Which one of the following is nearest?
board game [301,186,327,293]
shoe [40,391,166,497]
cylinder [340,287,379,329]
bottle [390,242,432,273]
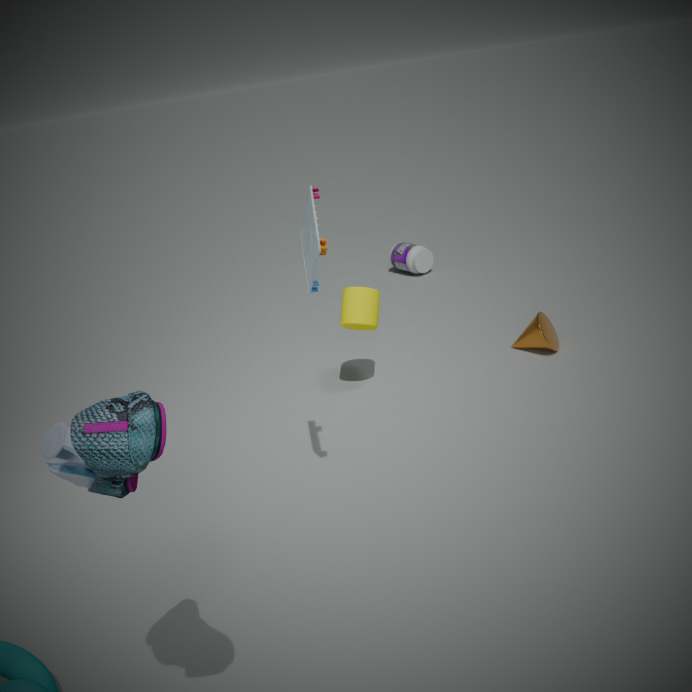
shoe [40,391,166,497]
